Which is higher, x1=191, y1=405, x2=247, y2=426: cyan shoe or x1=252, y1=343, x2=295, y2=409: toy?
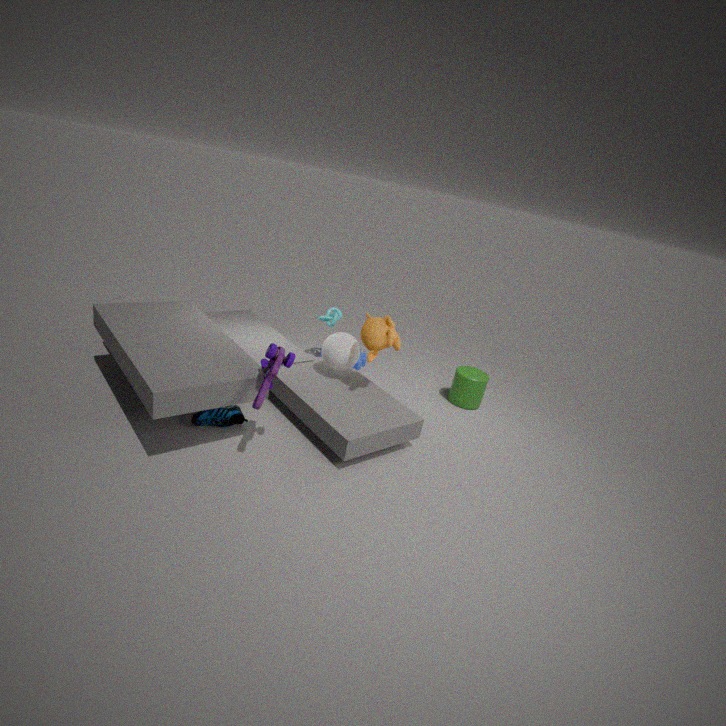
x1=252, y1=343, x2=295, y2=409: toy
